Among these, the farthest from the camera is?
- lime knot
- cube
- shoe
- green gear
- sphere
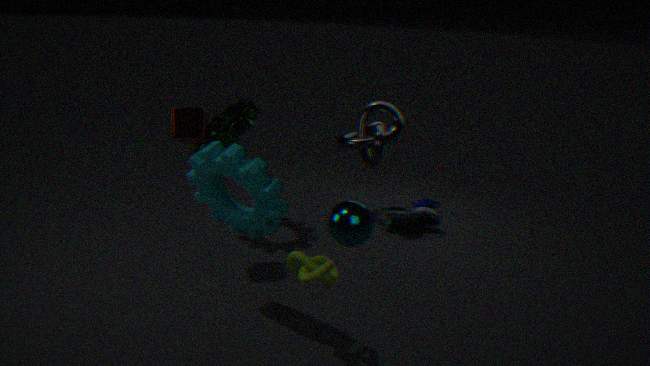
shoe
